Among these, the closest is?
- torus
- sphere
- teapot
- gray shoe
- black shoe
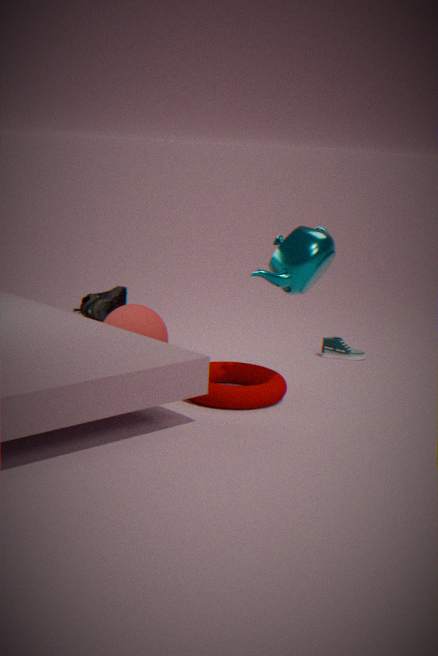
teapot
